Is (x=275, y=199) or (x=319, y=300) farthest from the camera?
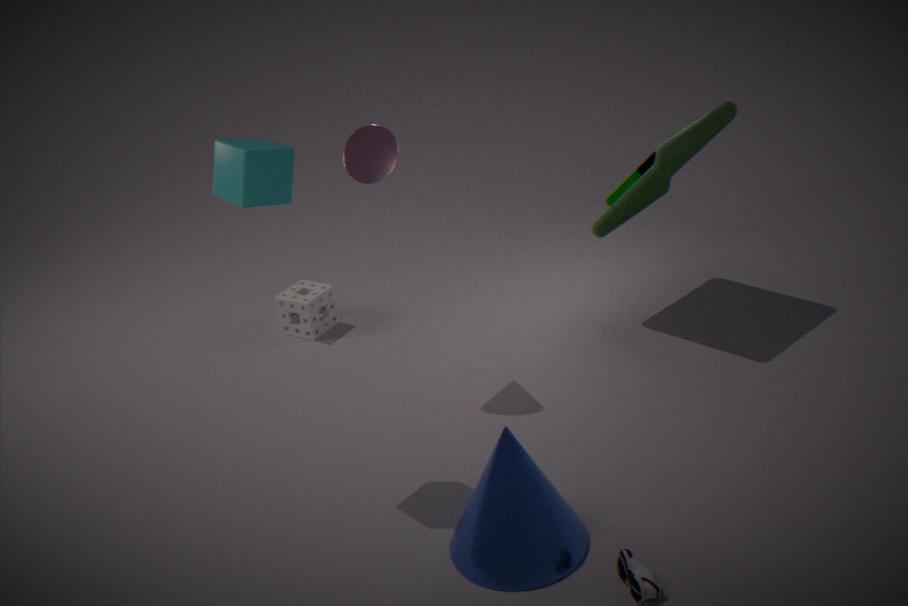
(x=319, y=300)
